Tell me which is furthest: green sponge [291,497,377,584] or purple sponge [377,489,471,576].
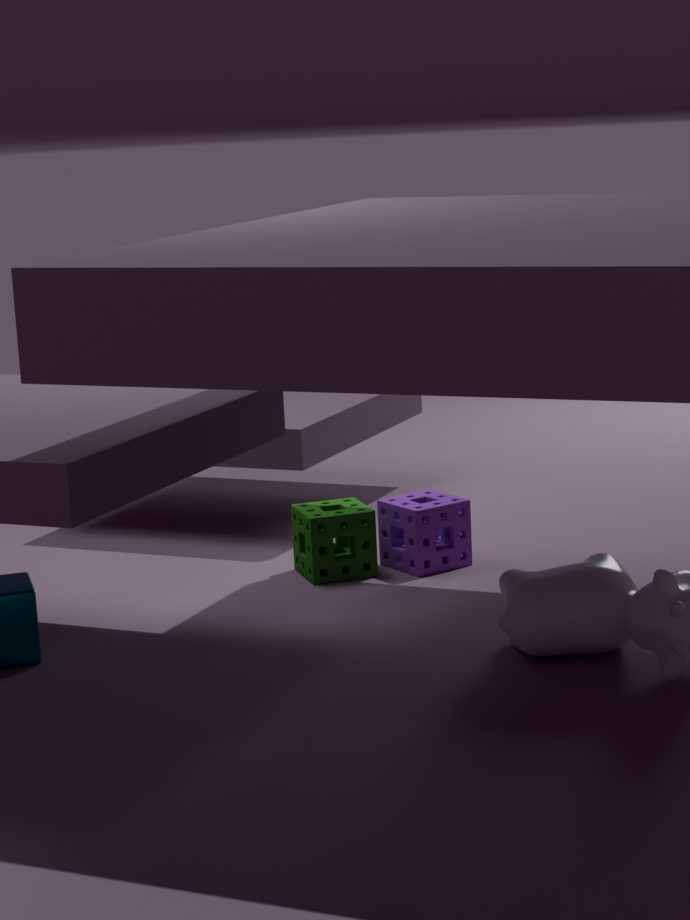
purple sponge [377,489,471,576]
